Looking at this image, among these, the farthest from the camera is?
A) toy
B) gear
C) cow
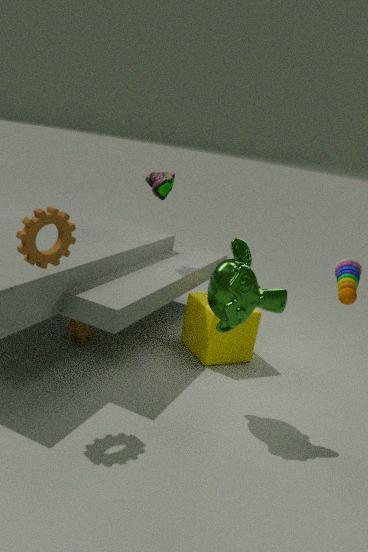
cow
